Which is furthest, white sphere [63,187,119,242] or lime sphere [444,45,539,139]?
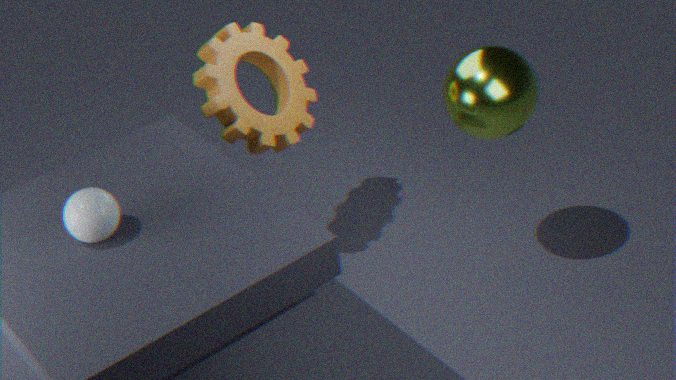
lime sphere [444,45,539,139]
